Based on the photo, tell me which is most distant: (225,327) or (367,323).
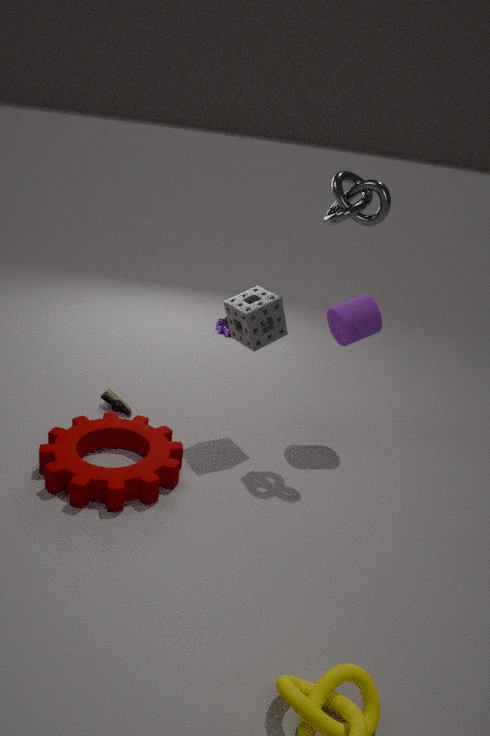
(225,327)
